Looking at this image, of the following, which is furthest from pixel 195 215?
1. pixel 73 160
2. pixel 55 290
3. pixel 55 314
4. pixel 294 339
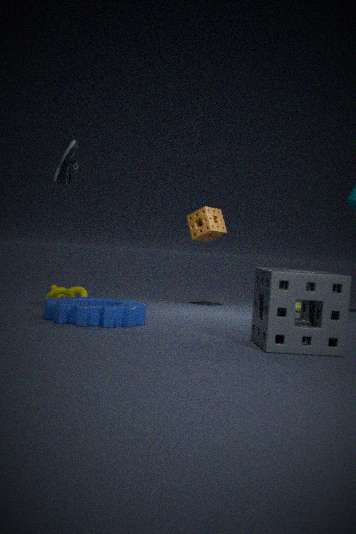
pixel 294 339
